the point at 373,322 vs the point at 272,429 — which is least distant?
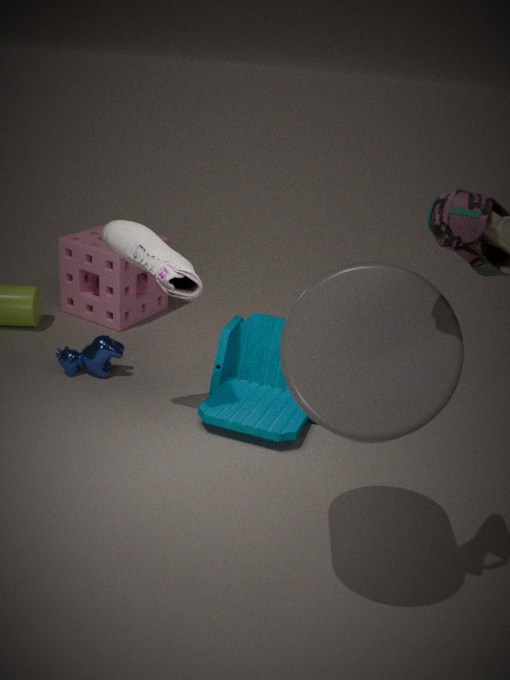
the point at 373,322
